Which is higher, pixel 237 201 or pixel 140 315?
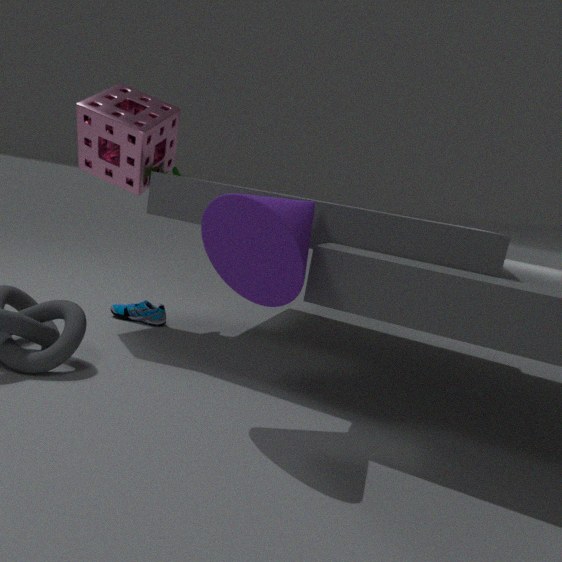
pixel 237 201
